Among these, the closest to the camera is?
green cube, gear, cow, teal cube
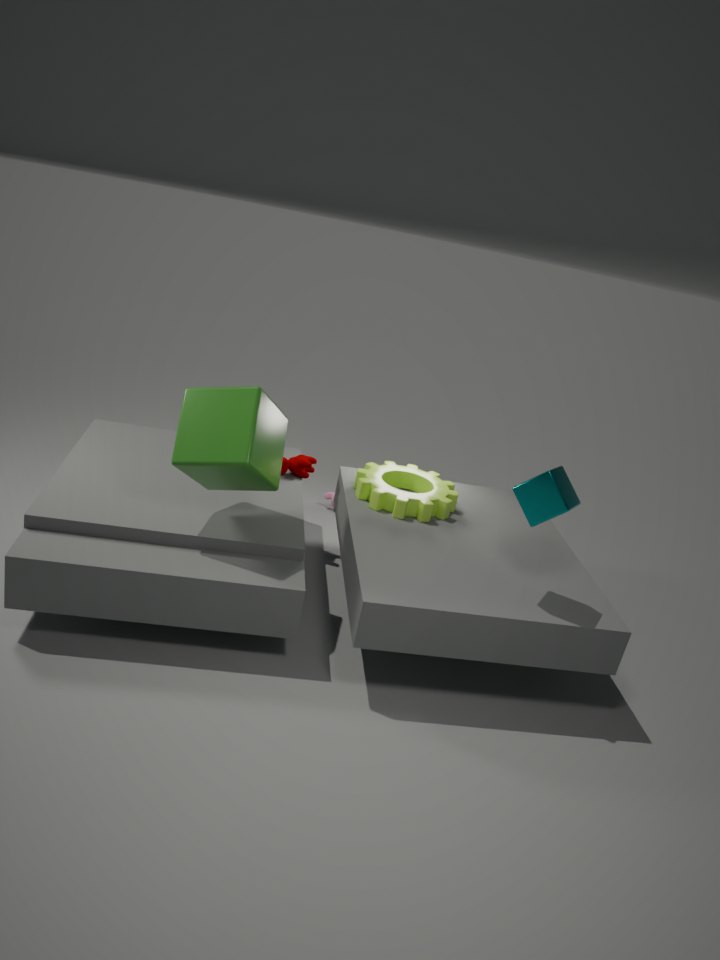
teal cube
